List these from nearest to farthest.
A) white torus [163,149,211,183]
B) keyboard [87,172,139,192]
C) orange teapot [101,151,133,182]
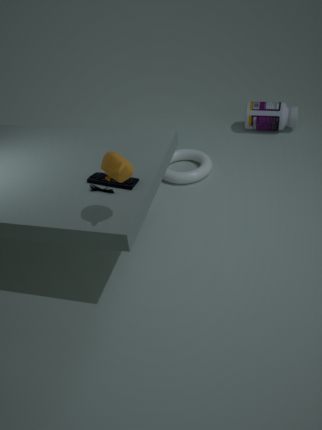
orange teapot [101,151,133,182], keyboard [87,172,139,192], white torus [163,149,211,183]
